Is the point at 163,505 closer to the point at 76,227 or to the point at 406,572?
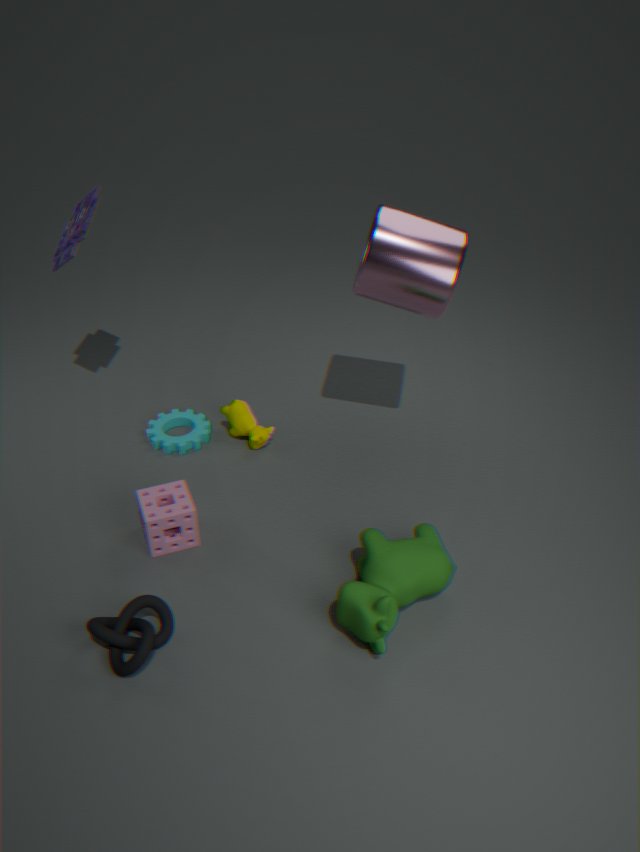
the point at 406,572
